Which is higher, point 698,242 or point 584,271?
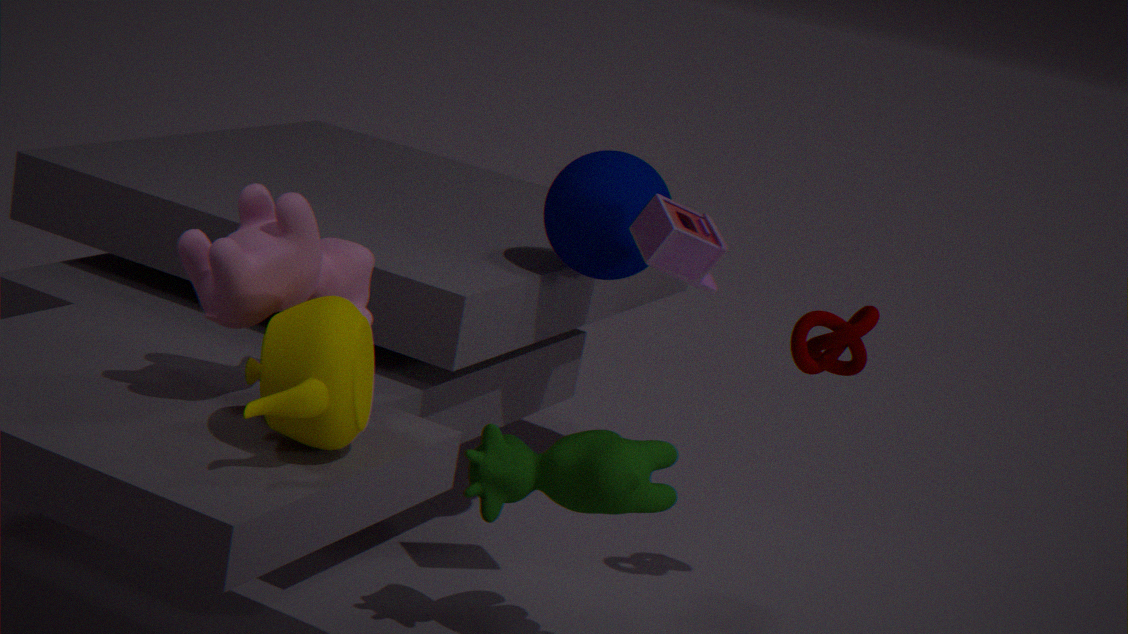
point 698,242
